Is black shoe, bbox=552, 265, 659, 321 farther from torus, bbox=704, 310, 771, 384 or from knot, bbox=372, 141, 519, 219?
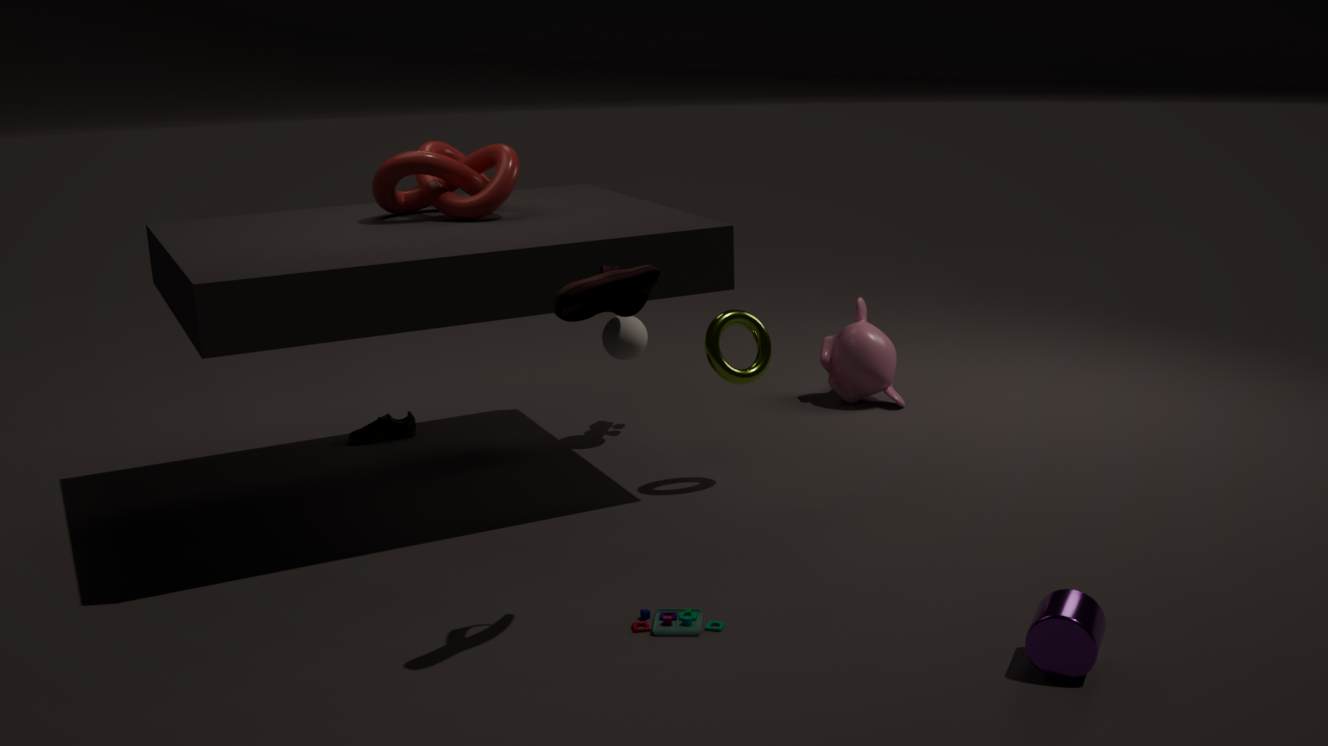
knot, bbox=372, 141, 519, 219
